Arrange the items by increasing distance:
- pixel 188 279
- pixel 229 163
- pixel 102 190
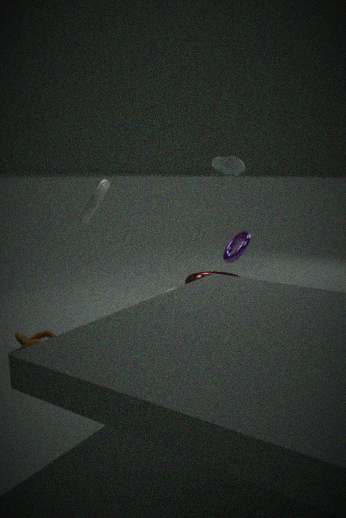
1. pixel 102 190
2. pixel 229 163
3. pixel 188 279
